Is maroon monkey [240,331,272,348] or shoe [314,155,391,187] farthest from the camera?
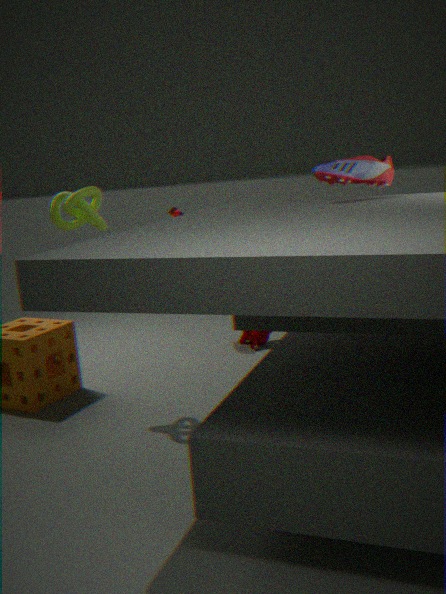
maroon monkey [240,331,272,348]
